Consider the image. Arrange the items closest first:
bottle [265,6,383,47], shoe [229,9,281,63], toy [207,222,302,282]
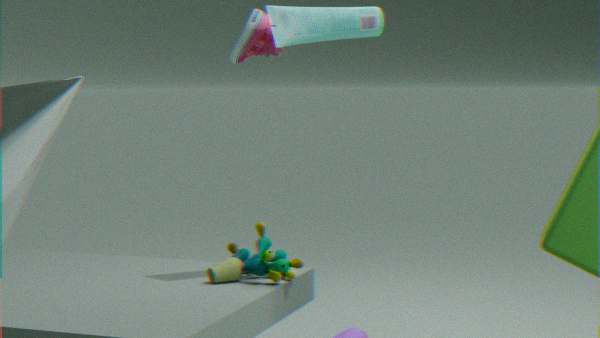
bottle [265,6,383,47], toy [207,222,302,282], shoe [229,9,281,63]
